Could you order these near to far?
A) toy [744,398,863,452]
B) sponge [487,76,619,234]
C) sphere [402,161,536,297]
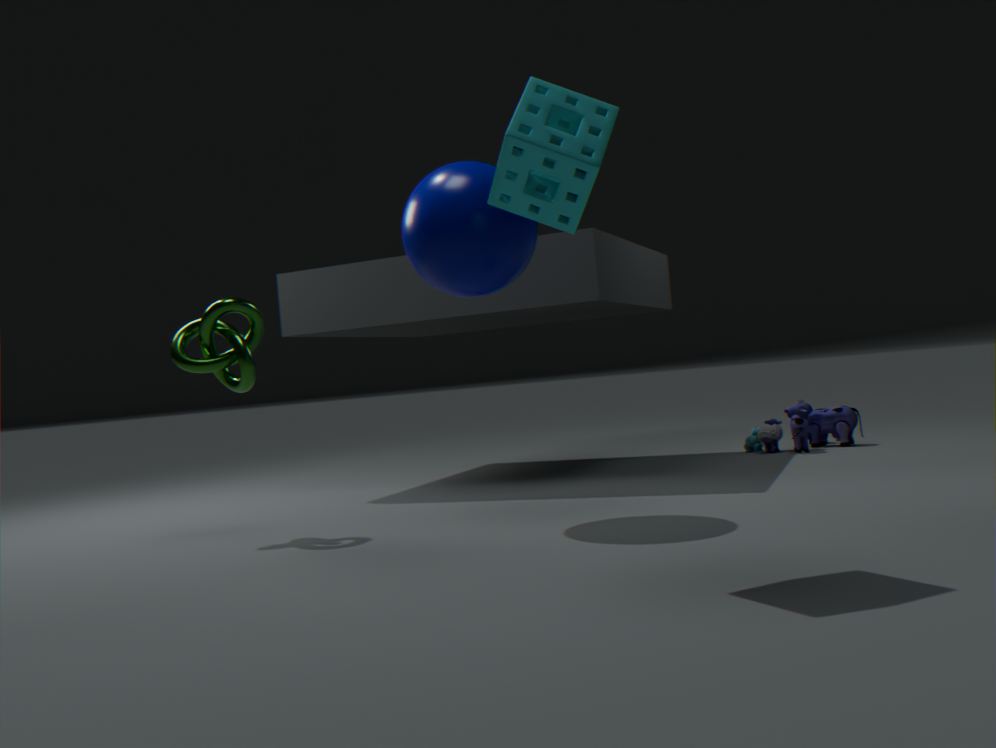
sponge [487,76,619,234] < sphere [402,161,536,297] < toy [744,398,863,452]
